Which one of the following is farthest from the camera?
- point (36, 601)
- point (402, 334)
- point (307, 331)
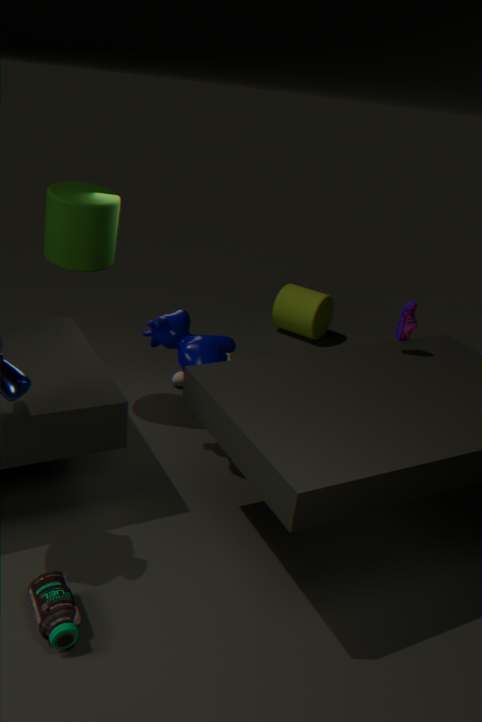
point (307, 331)
